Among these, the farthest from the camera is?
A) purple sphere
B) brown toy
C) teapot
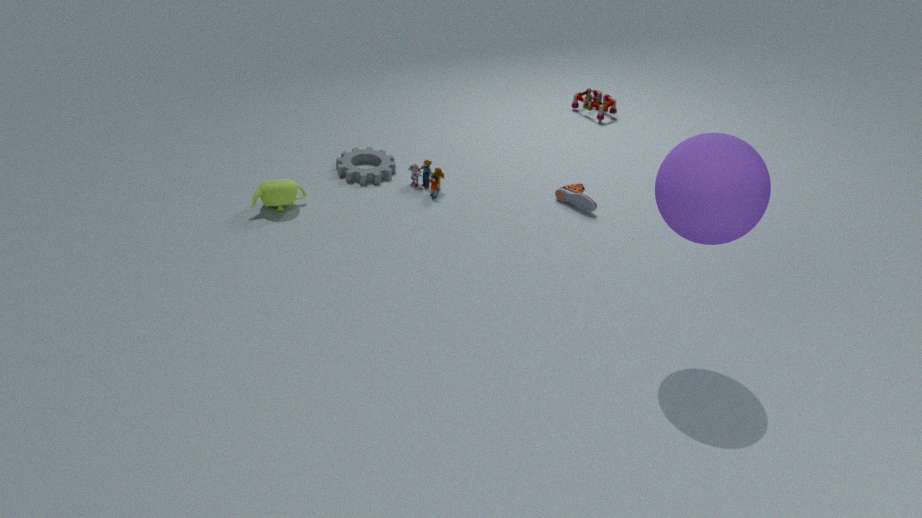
brown toy
